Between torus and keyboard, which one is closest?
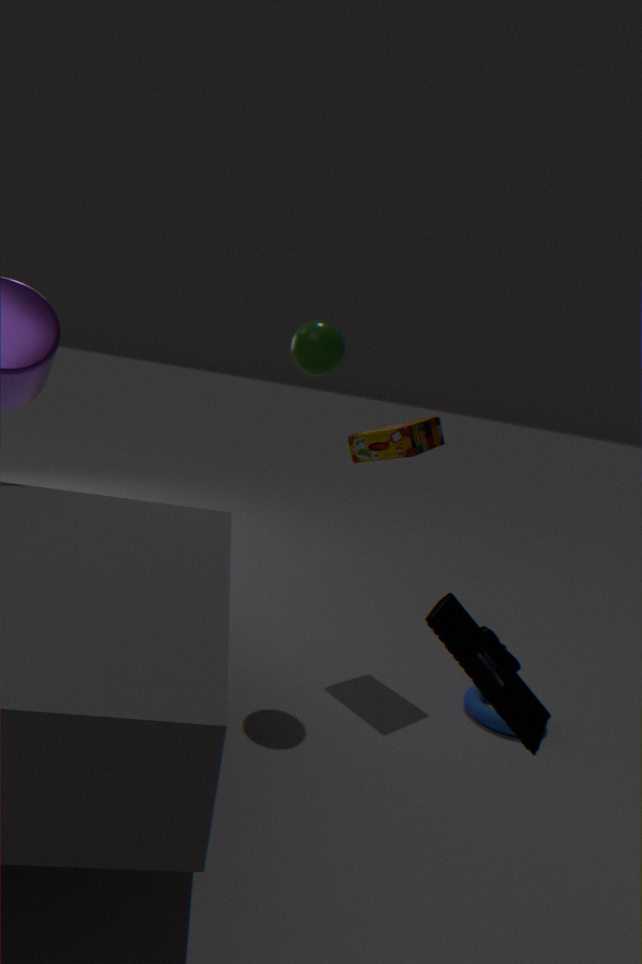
keyboard
